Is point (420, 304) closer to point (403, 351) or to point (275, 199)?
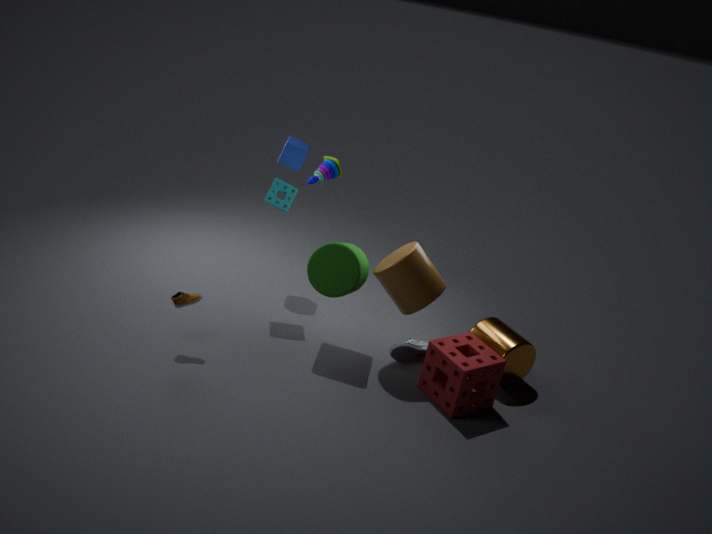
point (403, 351)
